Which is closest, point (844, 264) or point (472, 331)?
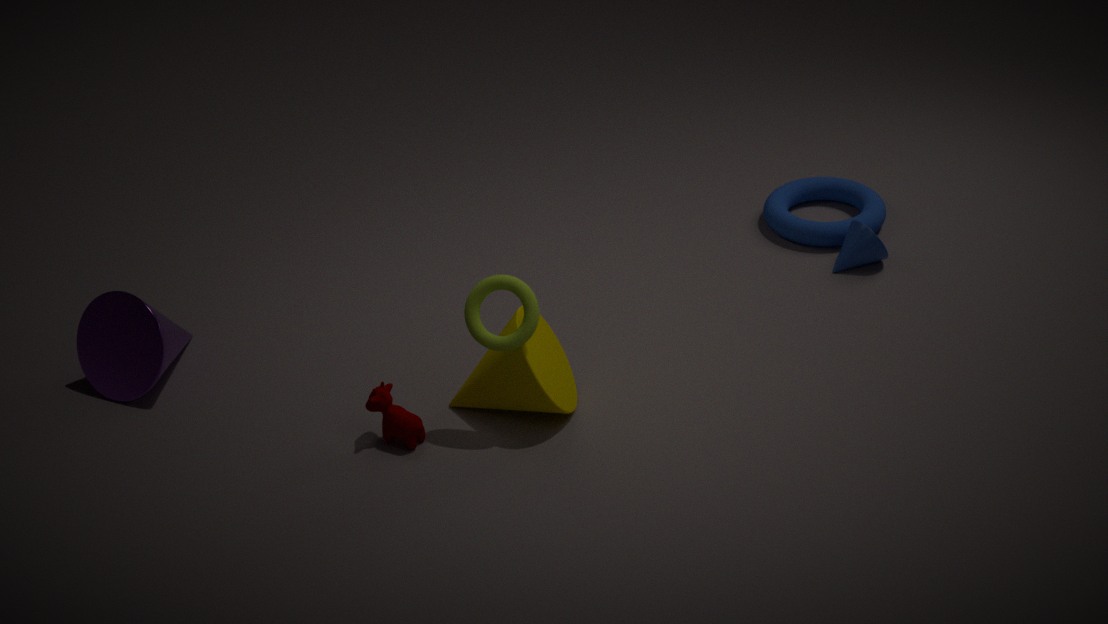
point (472, 331)
